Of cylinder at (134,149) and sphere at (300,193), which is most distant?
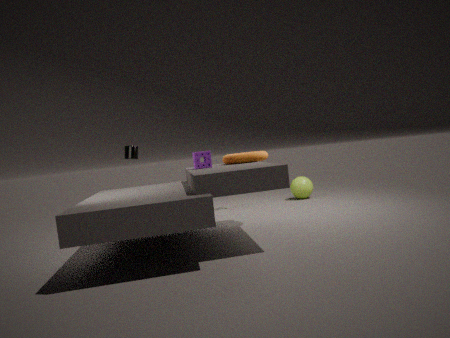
sphere at (300,193)
